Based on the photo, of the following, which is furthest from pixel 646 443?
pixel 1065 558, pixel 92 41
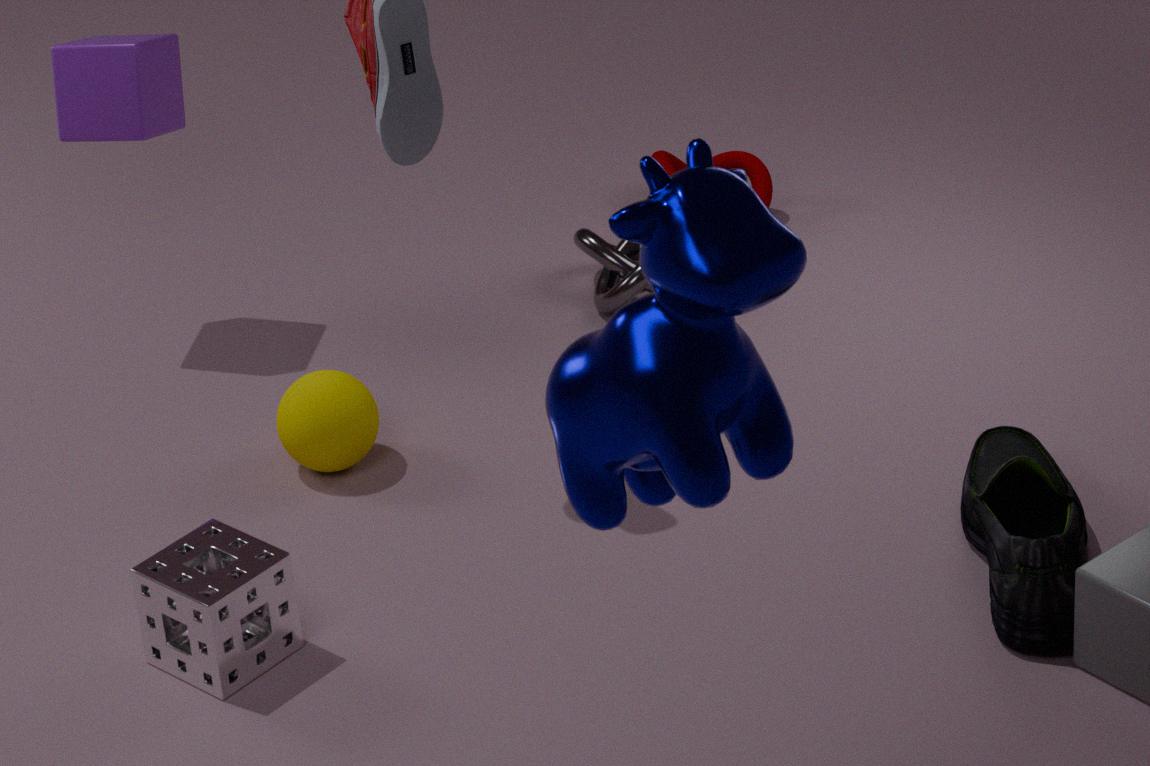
pixel 92 41
